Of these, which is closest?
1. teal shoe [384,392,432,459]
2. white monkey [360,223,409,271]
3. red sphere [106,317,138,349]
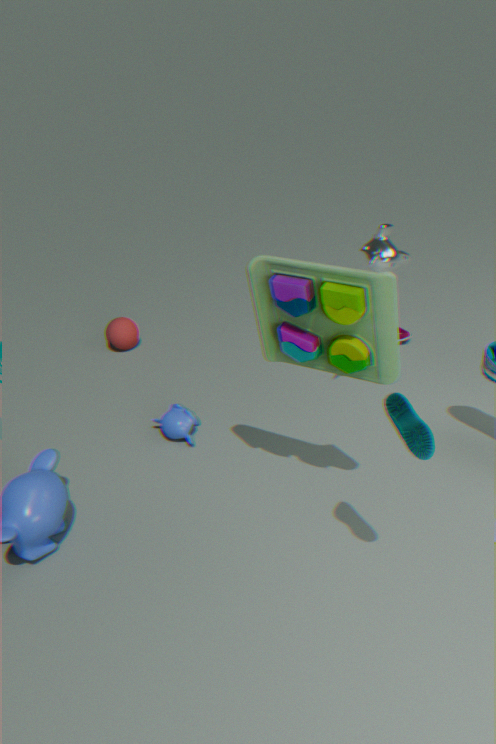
teal shoe [384,392,432,459]
